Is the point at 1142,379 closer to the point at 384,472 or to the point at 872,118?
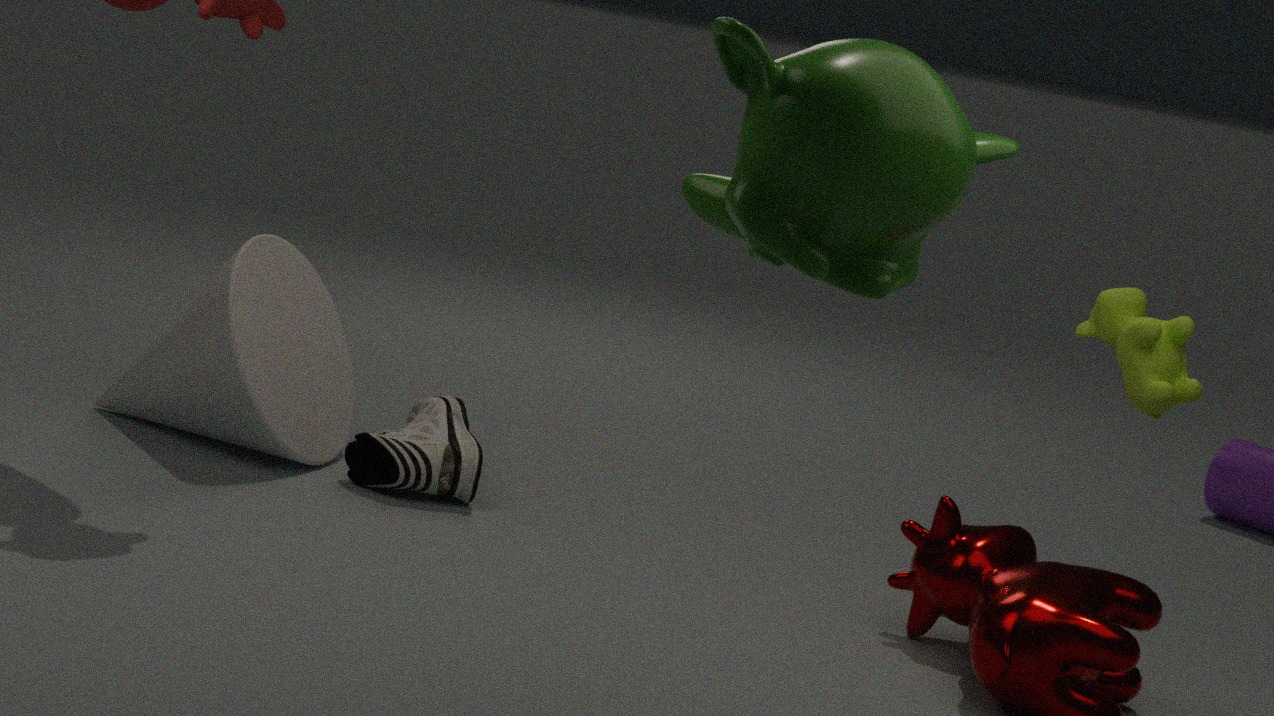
the point at 872,118
